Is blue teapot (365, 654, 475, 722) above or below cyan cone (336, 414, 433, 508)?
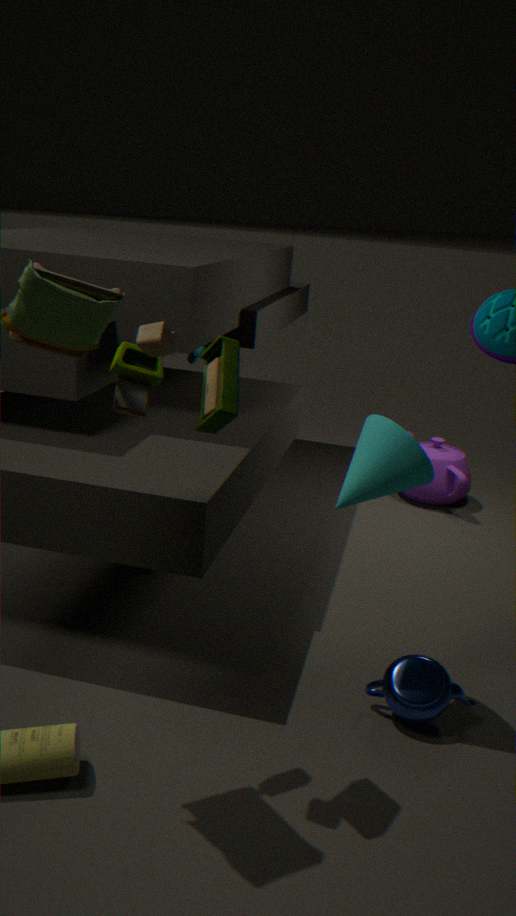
below
